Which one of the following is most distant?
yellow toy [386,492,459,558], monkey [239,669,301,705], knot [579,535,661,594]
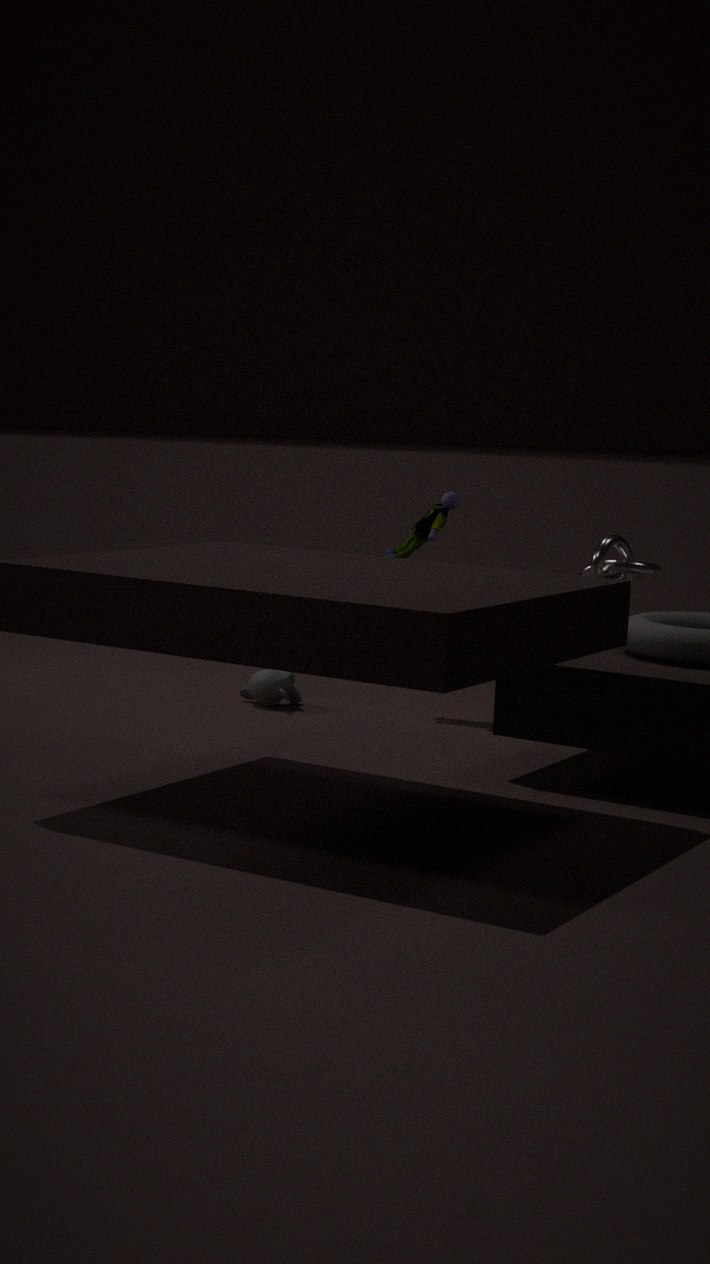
monkey [239,669,301,705]
